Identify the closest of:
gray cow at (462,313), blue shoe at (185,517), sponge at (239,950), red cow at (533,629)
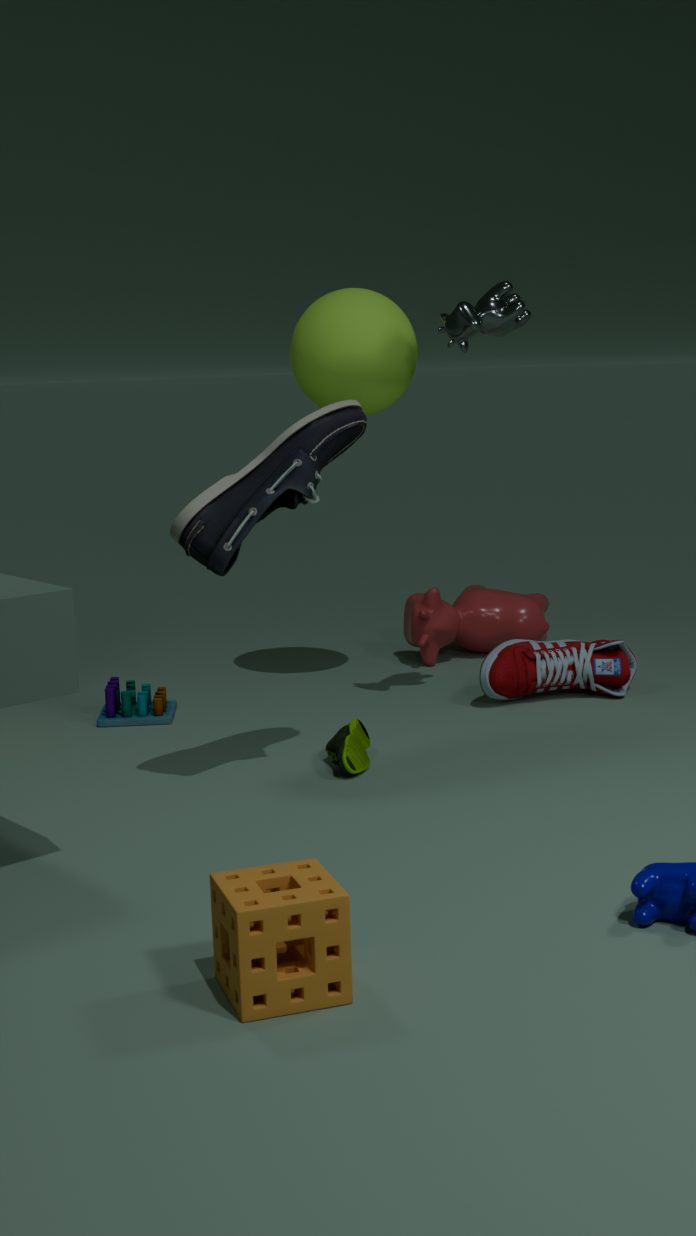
sponge at (239,950)
